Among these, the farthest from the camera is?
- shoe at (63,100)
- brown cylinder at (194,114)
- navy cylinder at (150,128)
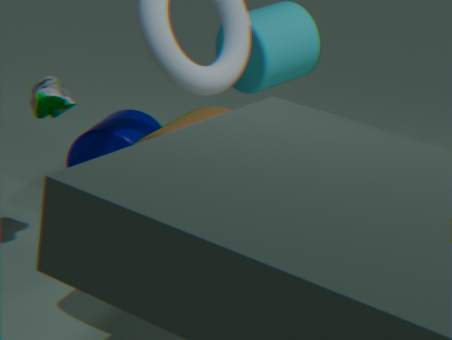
navy cylinder at (150,128)
